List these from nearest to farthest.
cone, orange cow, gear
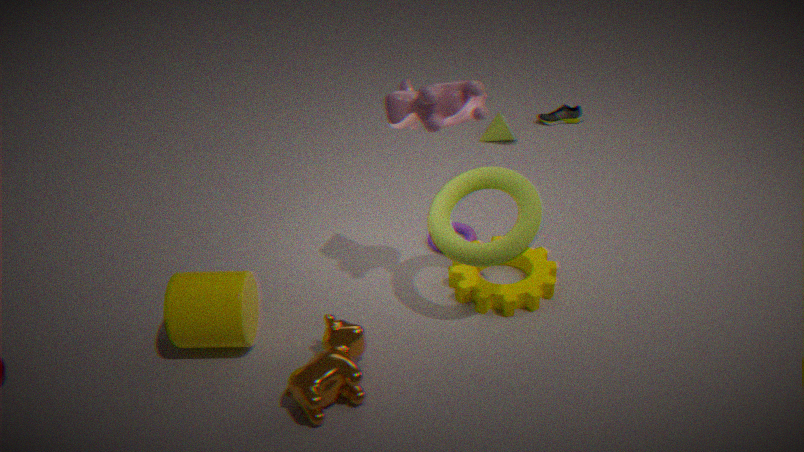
1. orange cow
2. gear
3. cone
